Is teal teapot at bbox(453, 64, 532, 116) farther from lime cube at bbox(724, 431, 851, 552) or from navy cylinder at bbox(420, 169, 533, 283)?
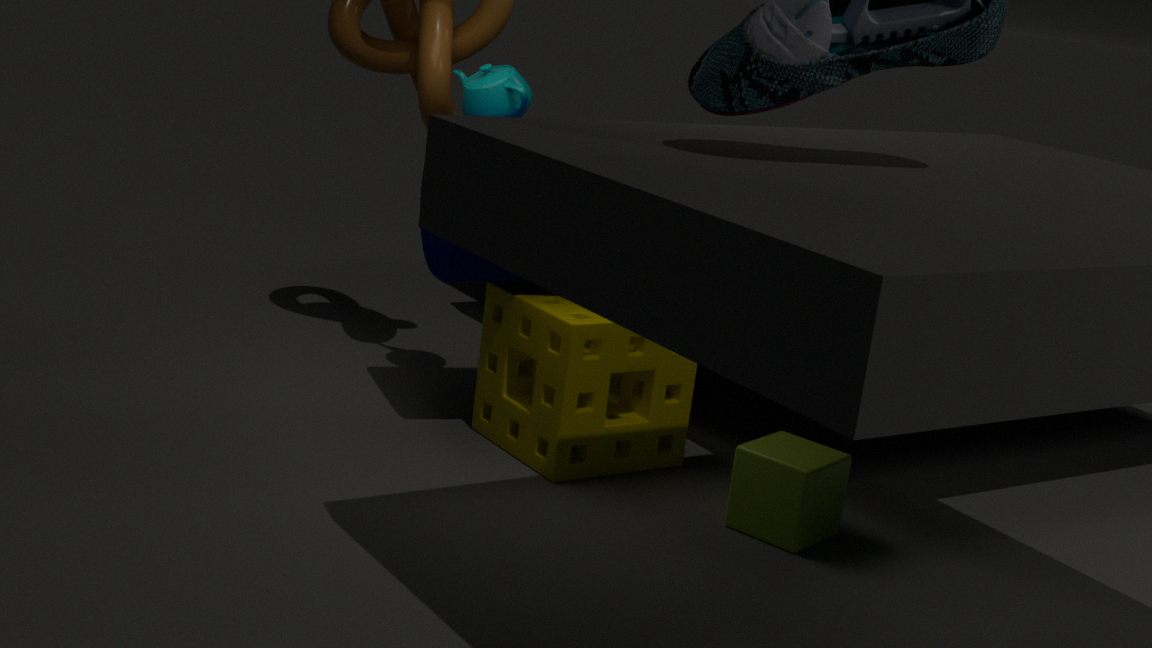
lime cube at bbox(724, 431, 851, 552)
